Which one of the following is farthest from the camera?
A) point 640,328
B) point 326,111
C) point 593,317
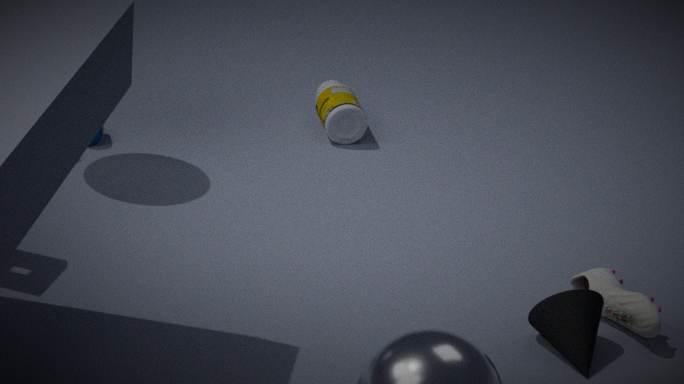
point 326,111
